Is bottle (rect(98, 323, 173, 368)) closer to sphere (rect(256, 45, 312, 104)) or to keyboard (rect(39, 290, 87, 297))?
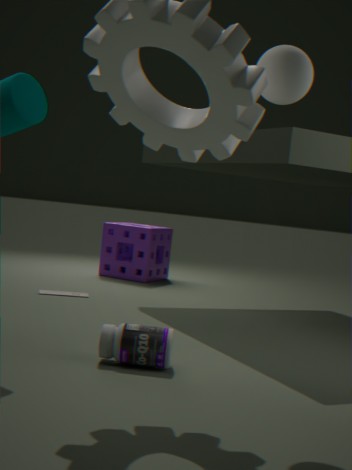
sphere (rect(256, 45, 312, 104))
